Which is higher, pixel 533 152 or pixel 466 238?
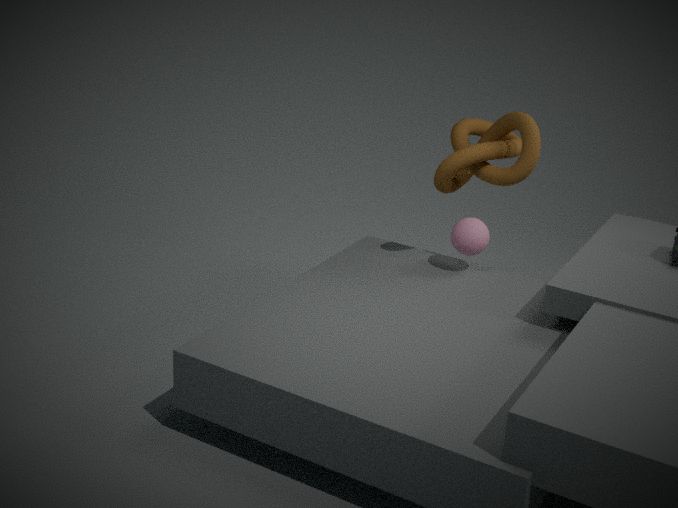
pixel 533 152
